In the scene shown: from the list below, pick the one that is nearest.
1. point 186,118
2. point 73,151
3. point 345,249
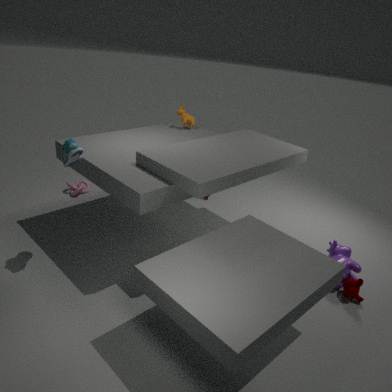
point 73,151
